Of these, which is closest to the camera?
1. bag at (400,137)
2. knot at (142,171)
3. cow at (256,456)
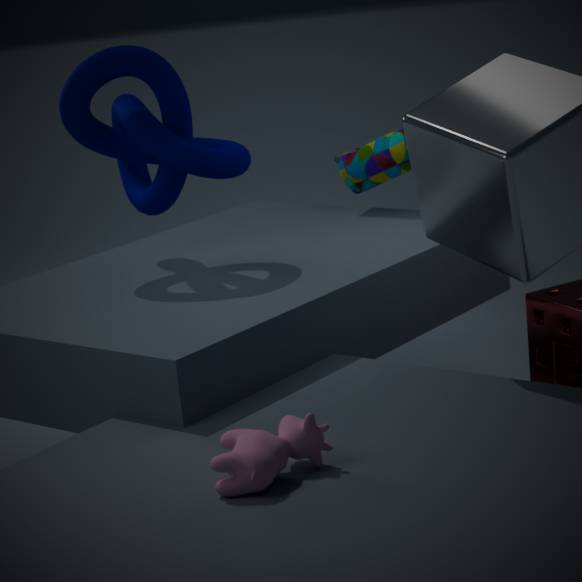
cow at (256,456)
